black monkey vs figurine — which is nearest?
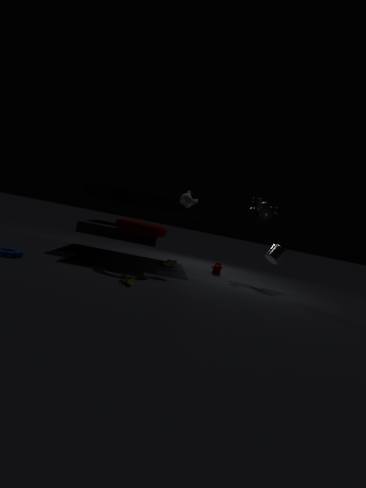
figurine
